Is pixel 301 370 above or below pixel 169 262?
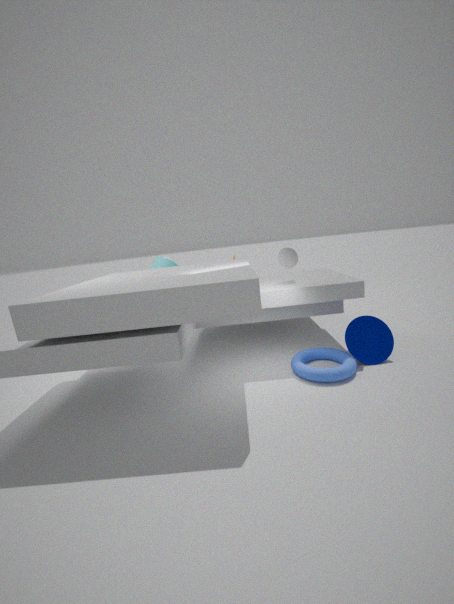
below
